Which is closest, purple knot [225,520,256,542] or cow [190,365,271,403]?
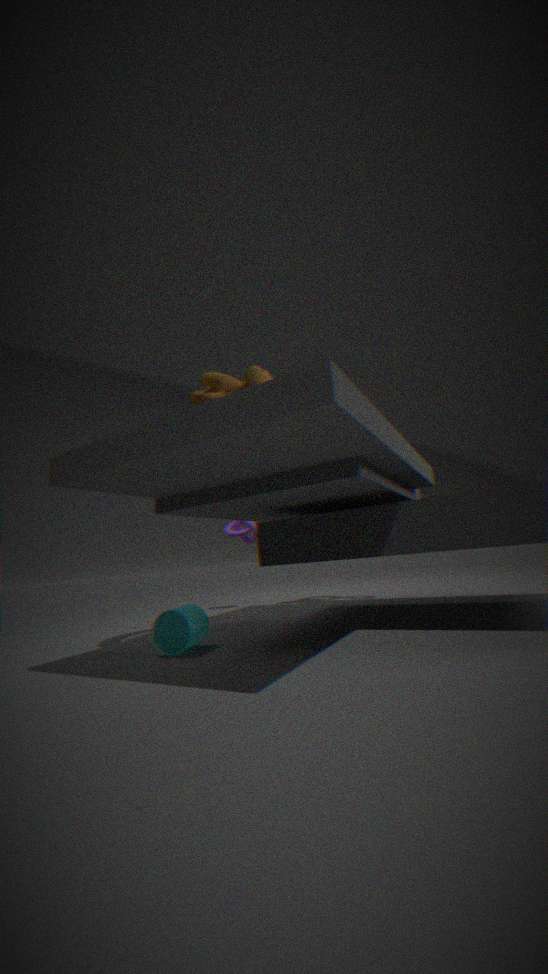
cow [190,365,271,403]
